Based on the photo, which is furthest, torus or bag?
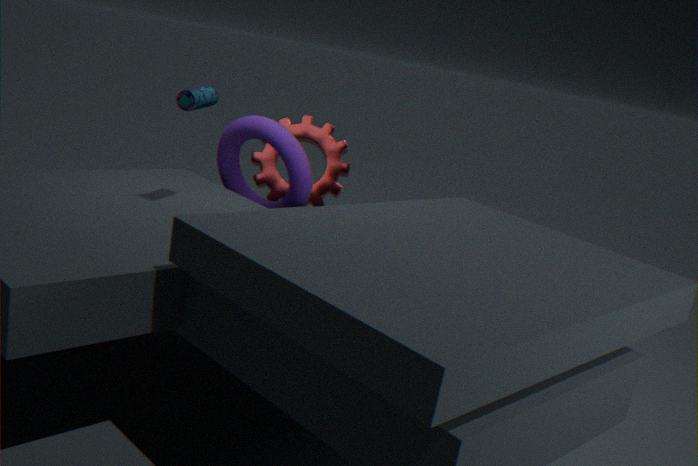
torus
